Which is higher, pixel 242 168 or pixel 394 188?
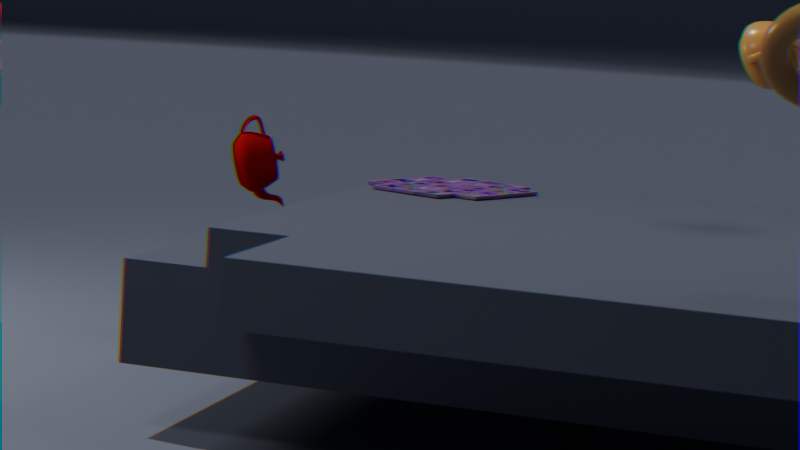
pixel 242 168
